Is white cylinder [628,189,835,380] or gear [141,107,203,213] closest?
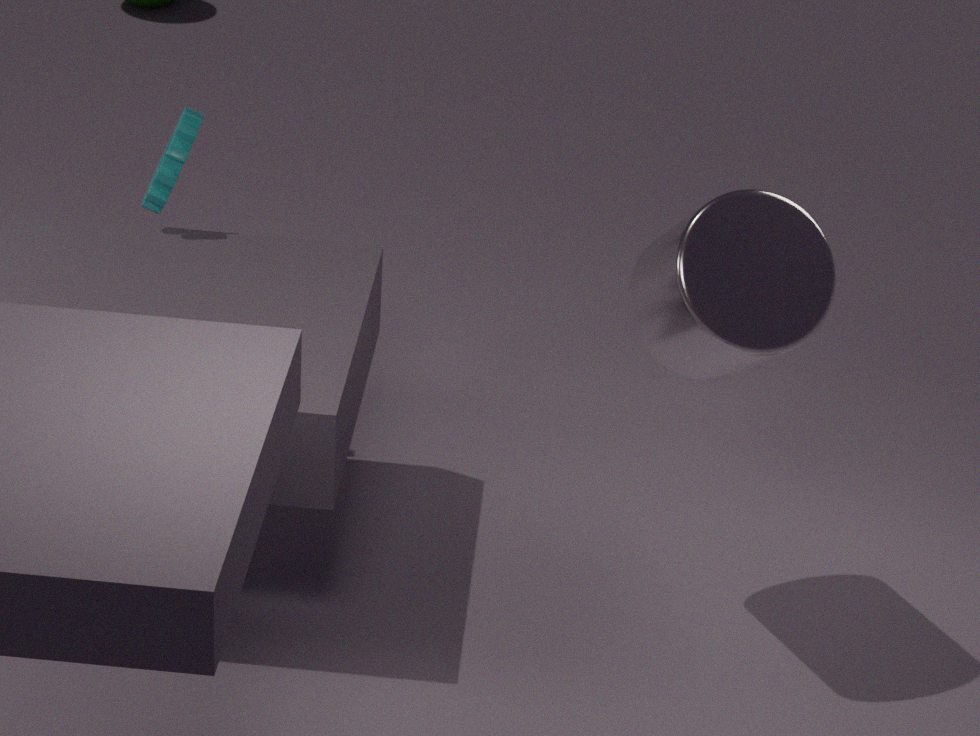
white cylinder [628,189,835,380]
